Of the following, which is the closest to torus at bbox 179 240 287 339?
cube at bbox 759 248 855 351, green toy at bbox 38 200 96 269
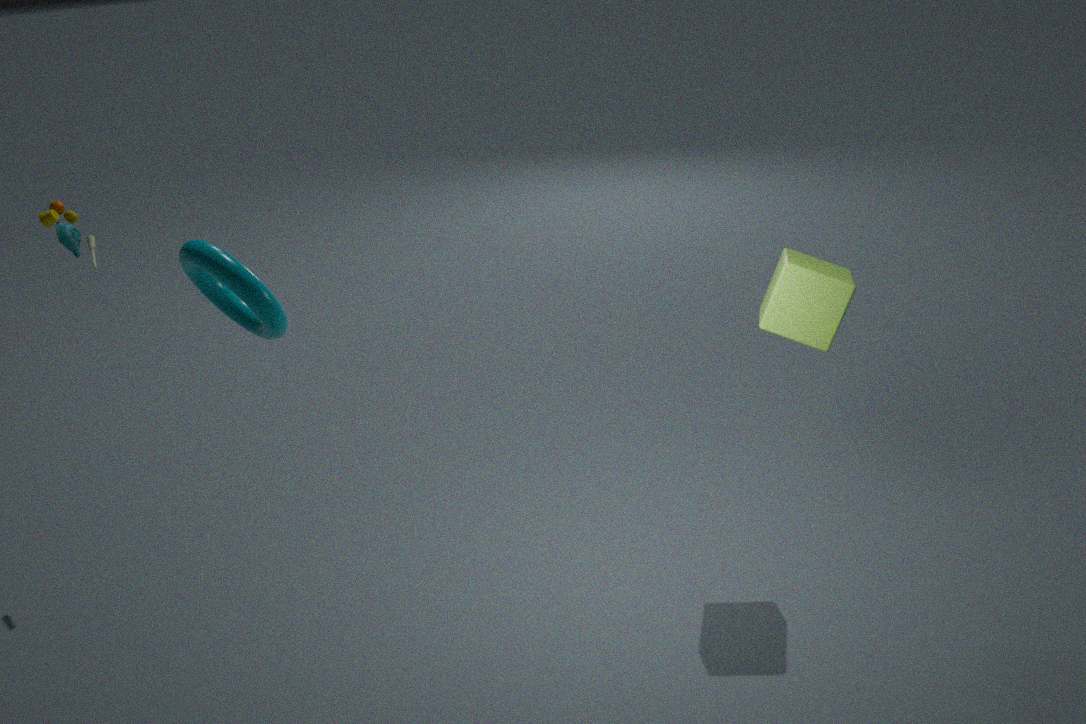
green toy at bbox 38 200 96 269
